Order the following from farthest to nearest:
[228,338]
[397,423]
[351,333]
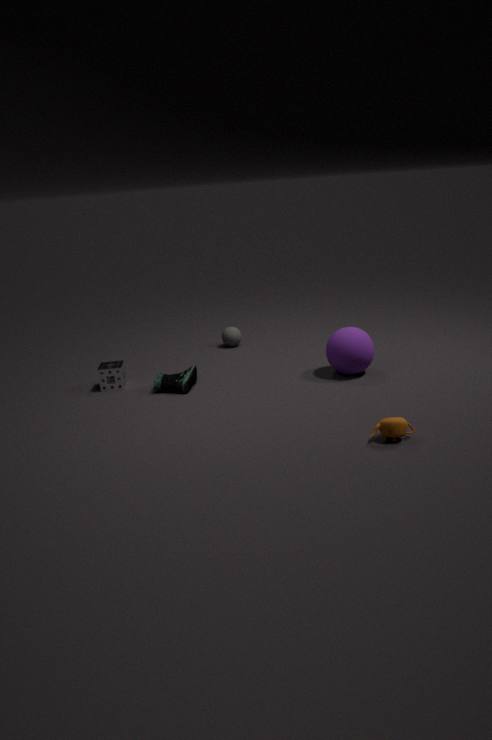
[228,338] < [351,333] < [397,423]
